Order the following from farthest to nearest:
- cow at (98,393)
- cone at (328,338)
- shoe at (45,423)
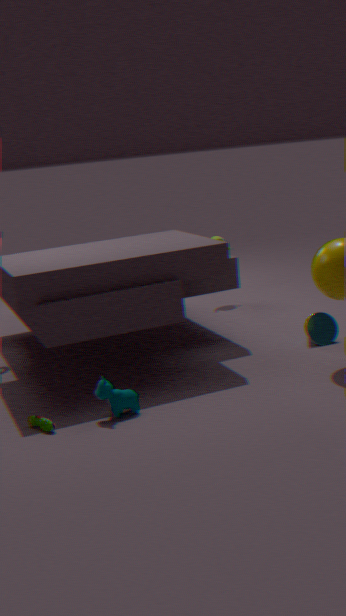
cone at (328,338)
cow at (98,393)
shoe at (45,423)
